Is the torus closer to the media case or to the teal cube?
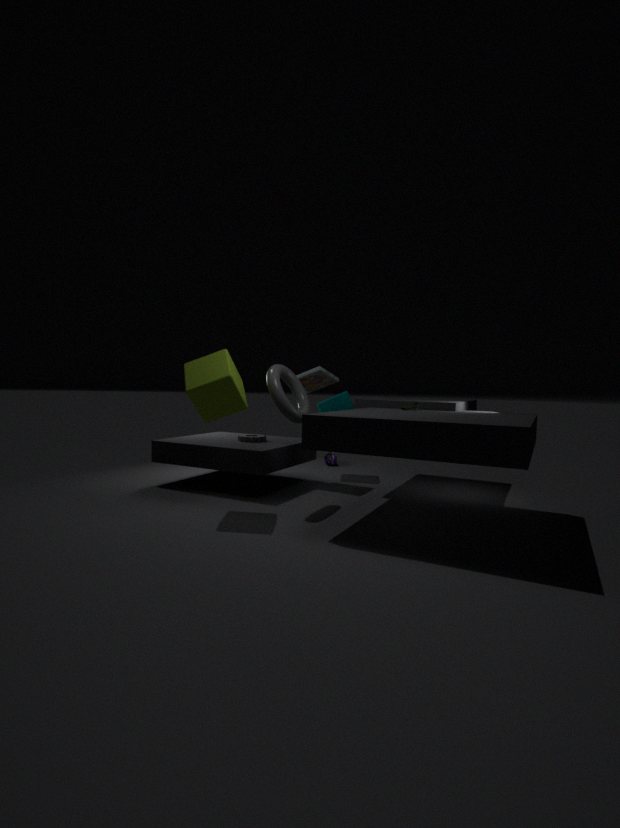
the media case
